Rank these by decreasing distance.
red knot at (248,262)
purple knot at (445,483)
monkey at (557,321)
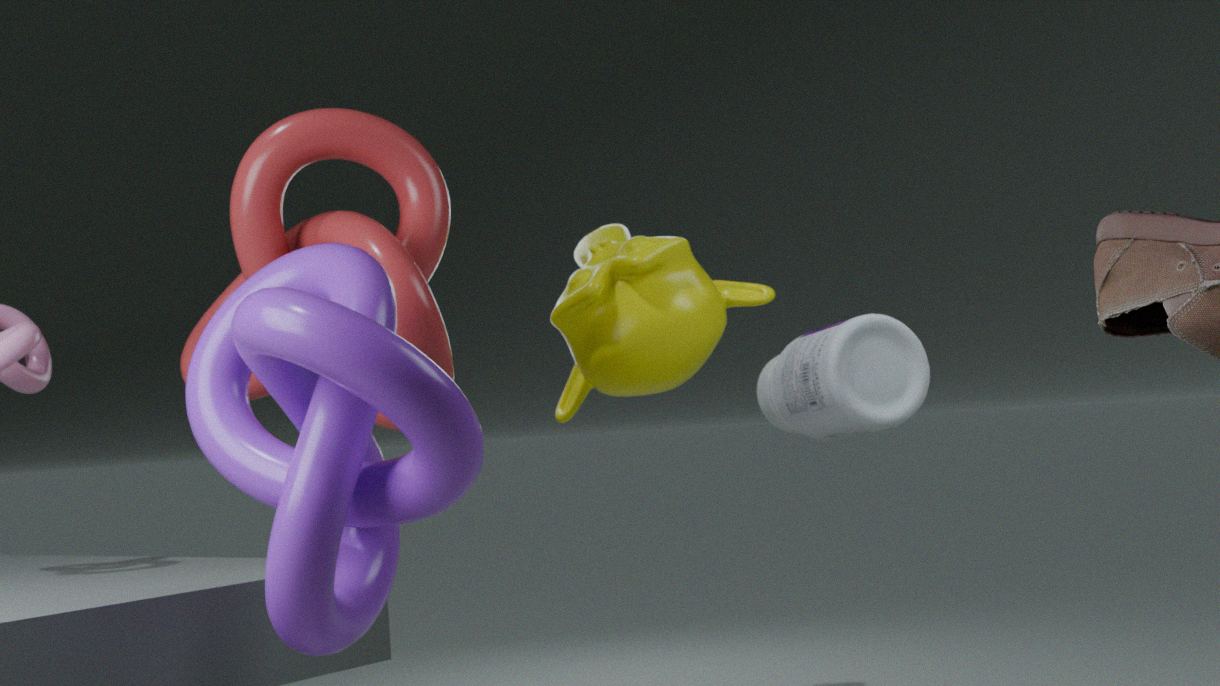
monkey at (557,321) < red knot at (248,262) < purple knot at (445,483)
